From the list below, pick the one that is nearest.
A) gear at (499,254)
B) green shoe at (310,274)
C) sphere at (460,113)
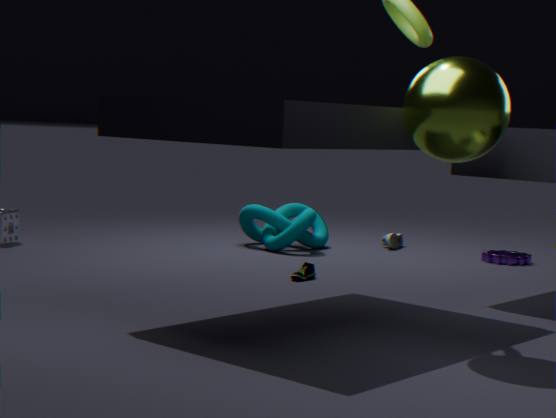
sphere at (460,113)
